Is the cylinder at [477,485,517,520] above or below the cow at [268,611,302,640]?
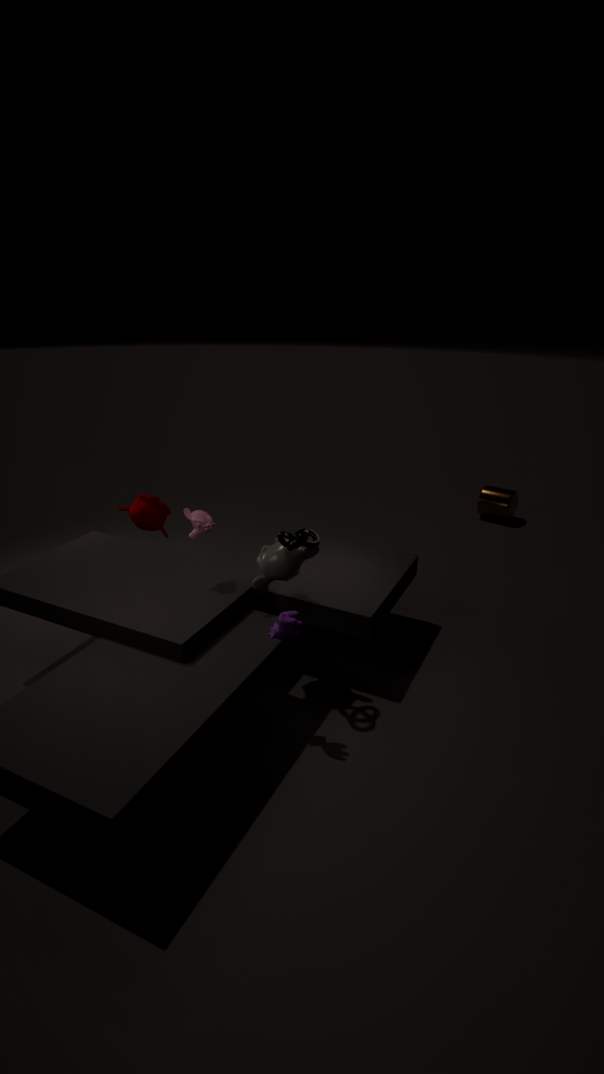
below
